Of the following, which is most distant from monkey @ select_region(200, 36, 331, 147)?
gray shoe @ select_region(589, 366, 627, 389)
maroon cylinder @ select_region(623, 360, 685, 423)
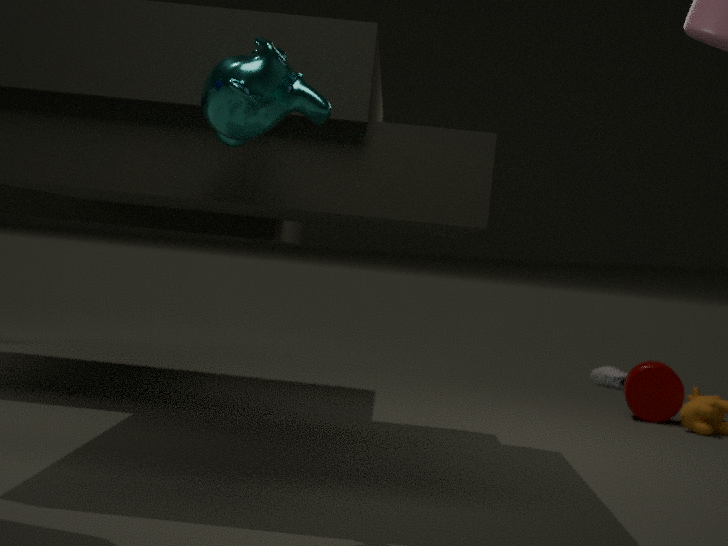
gray shoe @ select_region(589, 366, 627, 389)
